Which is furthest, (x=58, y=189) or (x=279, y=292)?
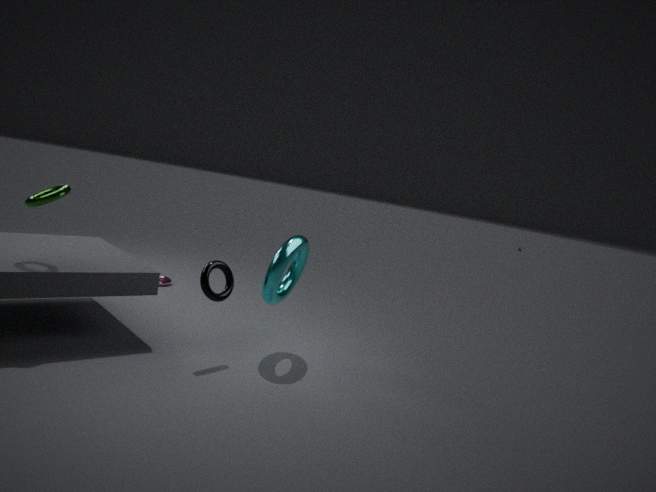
(x=279, y=292)
